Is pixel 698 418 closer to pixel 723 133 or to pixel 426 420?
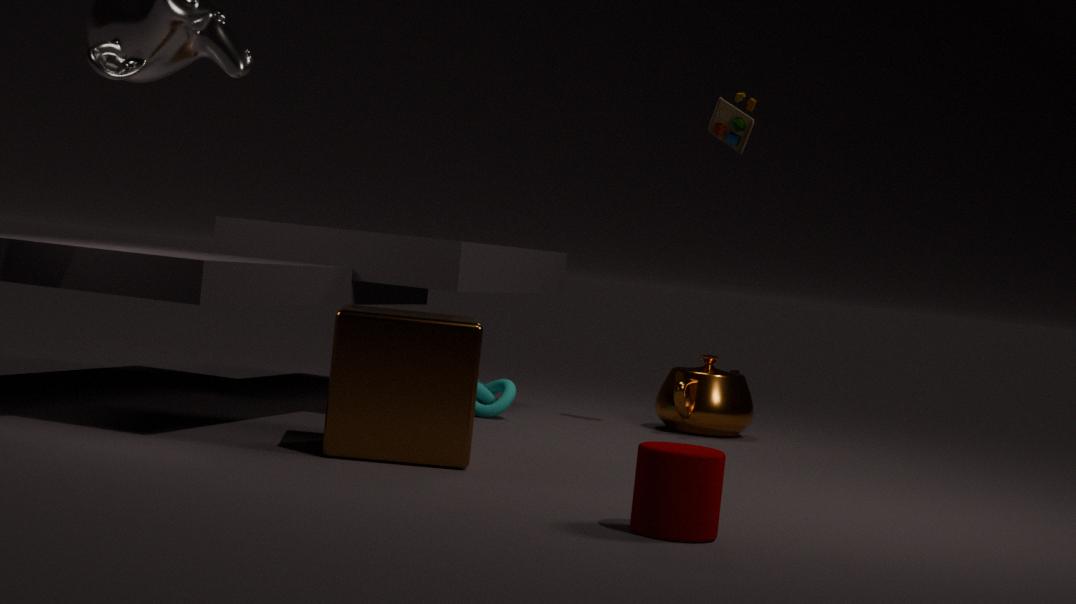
pixel 723 133
